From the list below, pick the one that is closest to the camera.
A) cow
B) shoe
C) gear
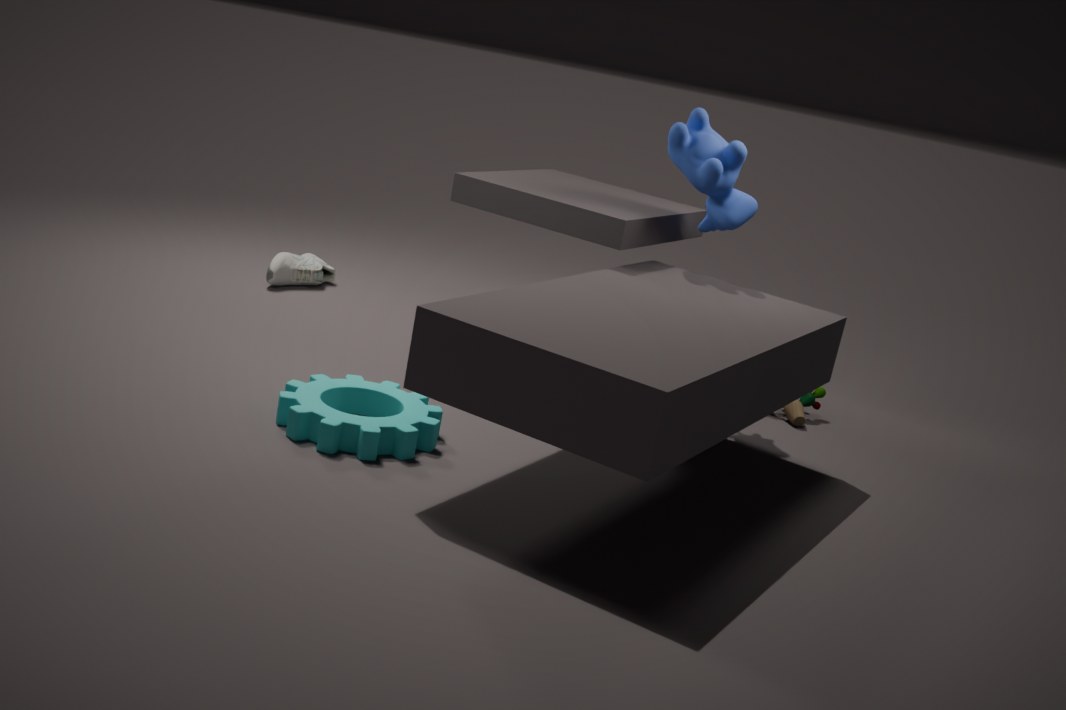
gear
